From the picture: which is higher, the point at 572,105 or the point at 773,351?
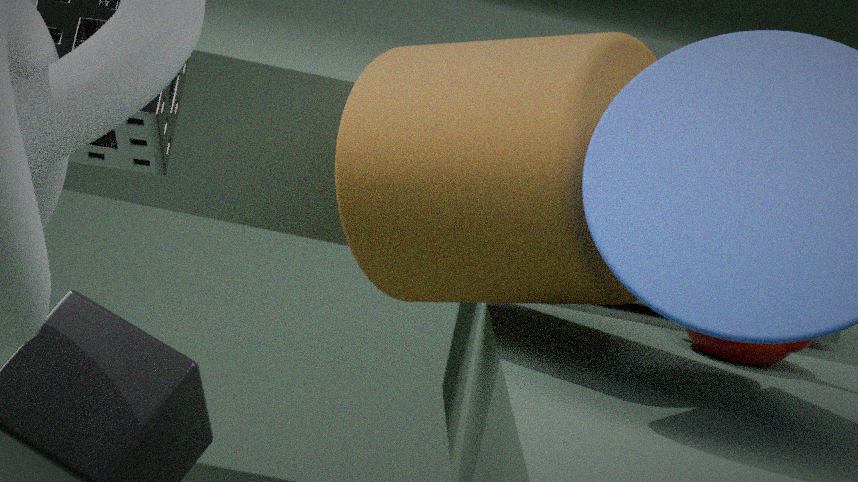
the point at 572,105
